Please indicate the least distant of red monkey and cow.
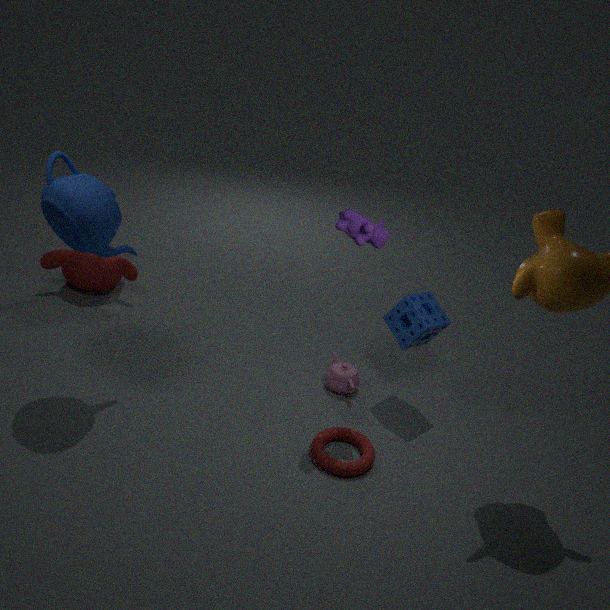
cow
